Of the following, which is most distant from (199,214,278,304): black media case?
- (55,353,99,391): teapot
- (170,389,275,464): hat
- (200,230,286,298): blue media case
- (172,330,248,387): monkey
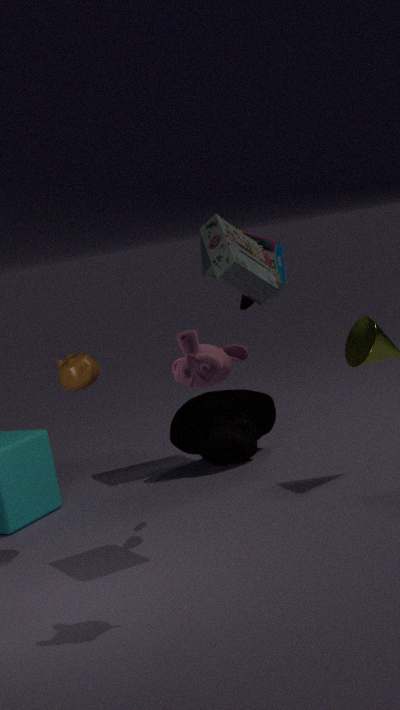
(170,389,275,464): hat
